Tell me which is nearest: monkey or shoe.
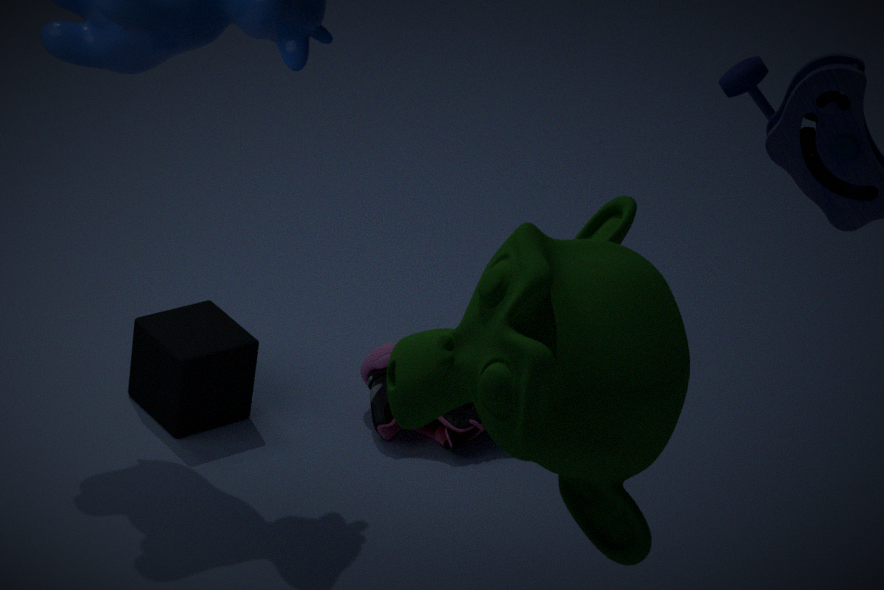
monkey
